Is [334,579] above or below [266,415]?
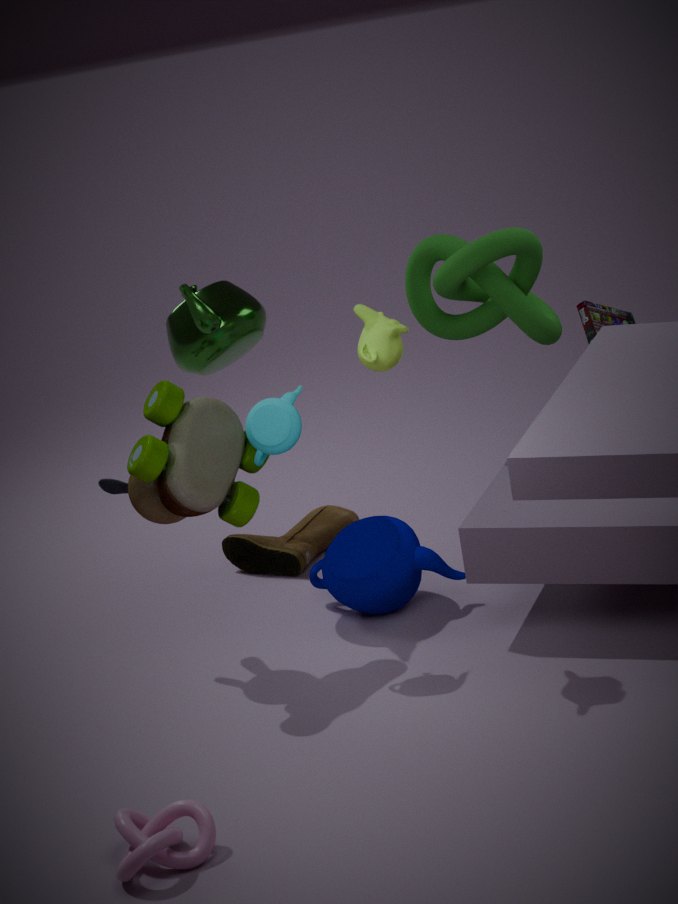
below
